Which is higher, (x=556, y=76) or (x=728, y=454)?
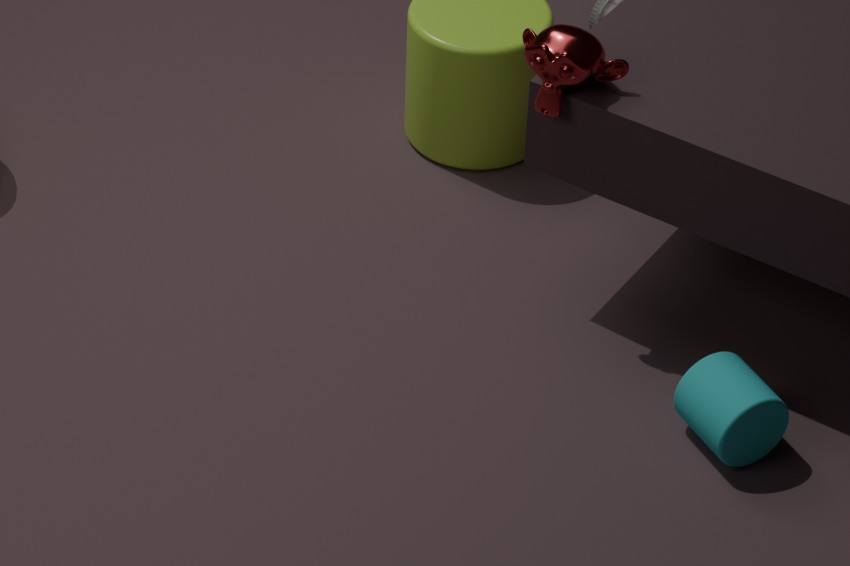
(x=556, y=76)
